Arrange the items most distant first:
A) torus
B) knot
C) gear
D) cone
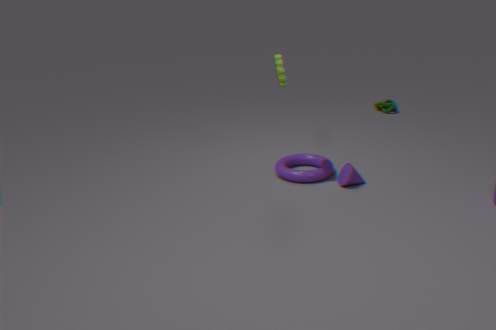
1. knot
2. torus
3. cone
4. gear
